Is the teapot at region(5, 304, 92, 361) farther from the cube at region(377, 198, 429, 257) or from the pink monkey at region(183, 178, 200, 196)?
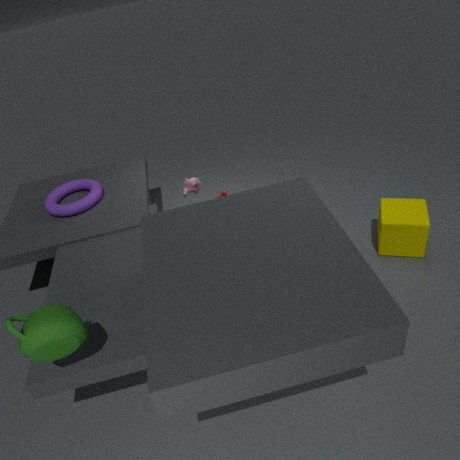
the cube at region(377, 198, 429, 257)
